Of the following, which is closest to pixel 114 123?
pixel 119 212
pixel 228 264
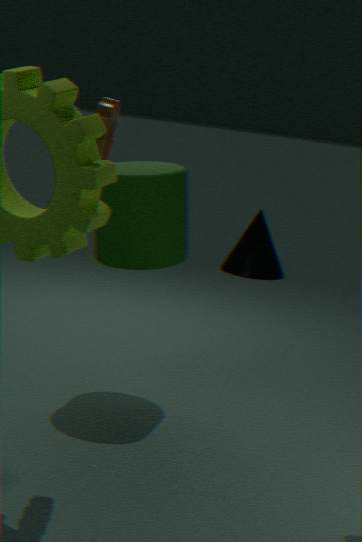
pixel 119 212
